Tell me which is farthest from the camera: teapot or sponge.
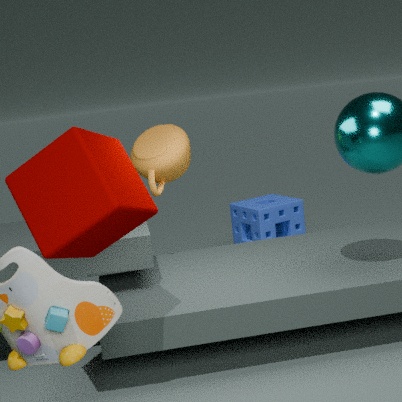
sponge
